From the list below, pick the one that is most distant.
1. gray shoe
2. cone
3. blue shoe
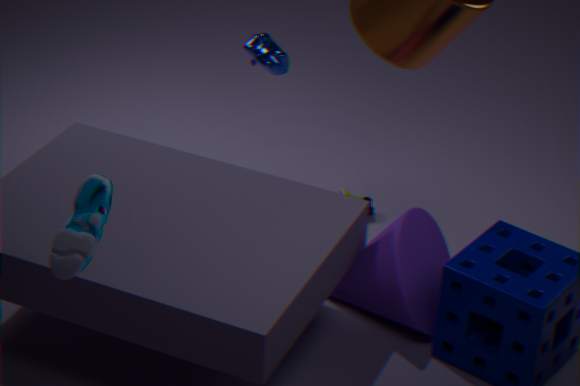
gray shoe
